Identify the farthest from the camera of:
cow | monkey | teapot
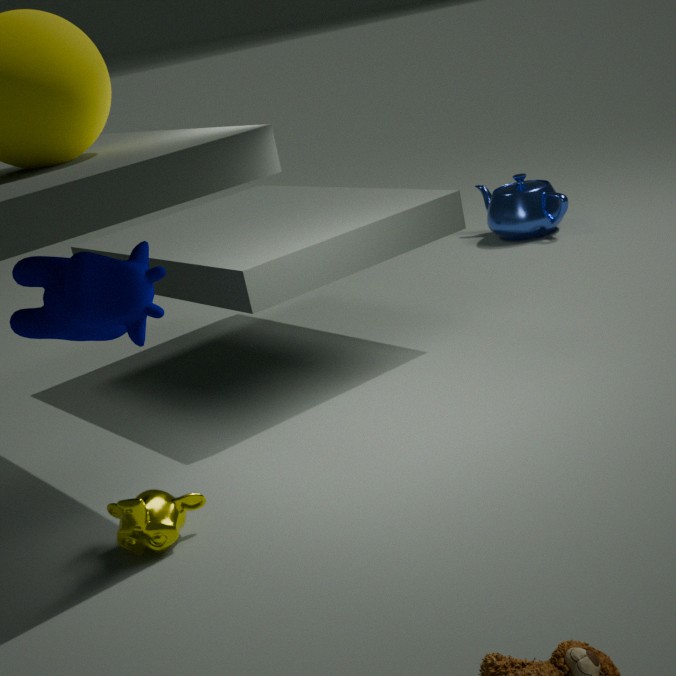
teapot
